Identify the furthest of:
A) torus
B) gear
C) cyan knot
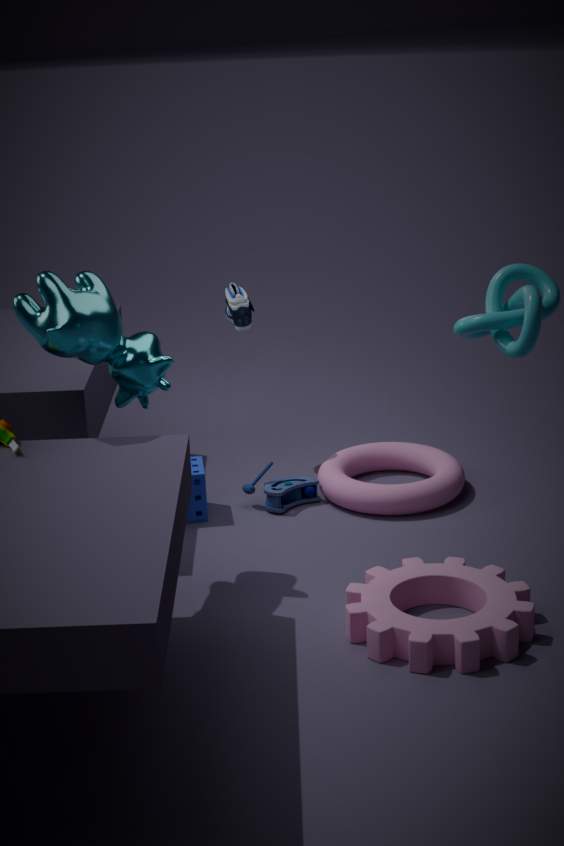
torus
